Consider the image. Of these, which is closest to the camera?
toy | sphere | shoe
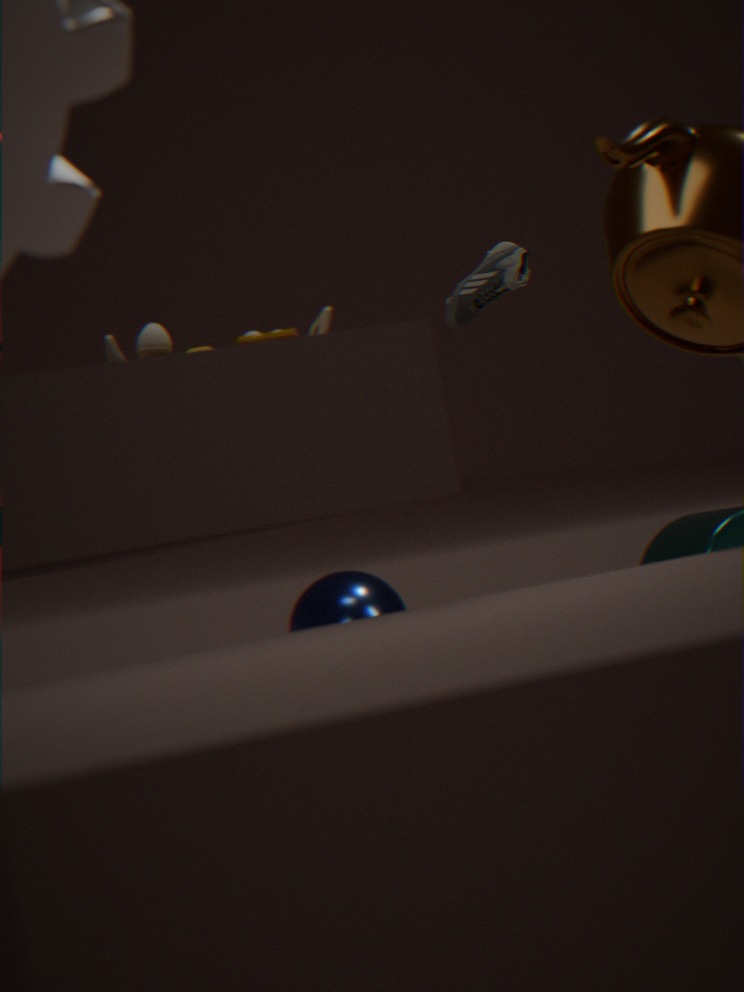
toy
